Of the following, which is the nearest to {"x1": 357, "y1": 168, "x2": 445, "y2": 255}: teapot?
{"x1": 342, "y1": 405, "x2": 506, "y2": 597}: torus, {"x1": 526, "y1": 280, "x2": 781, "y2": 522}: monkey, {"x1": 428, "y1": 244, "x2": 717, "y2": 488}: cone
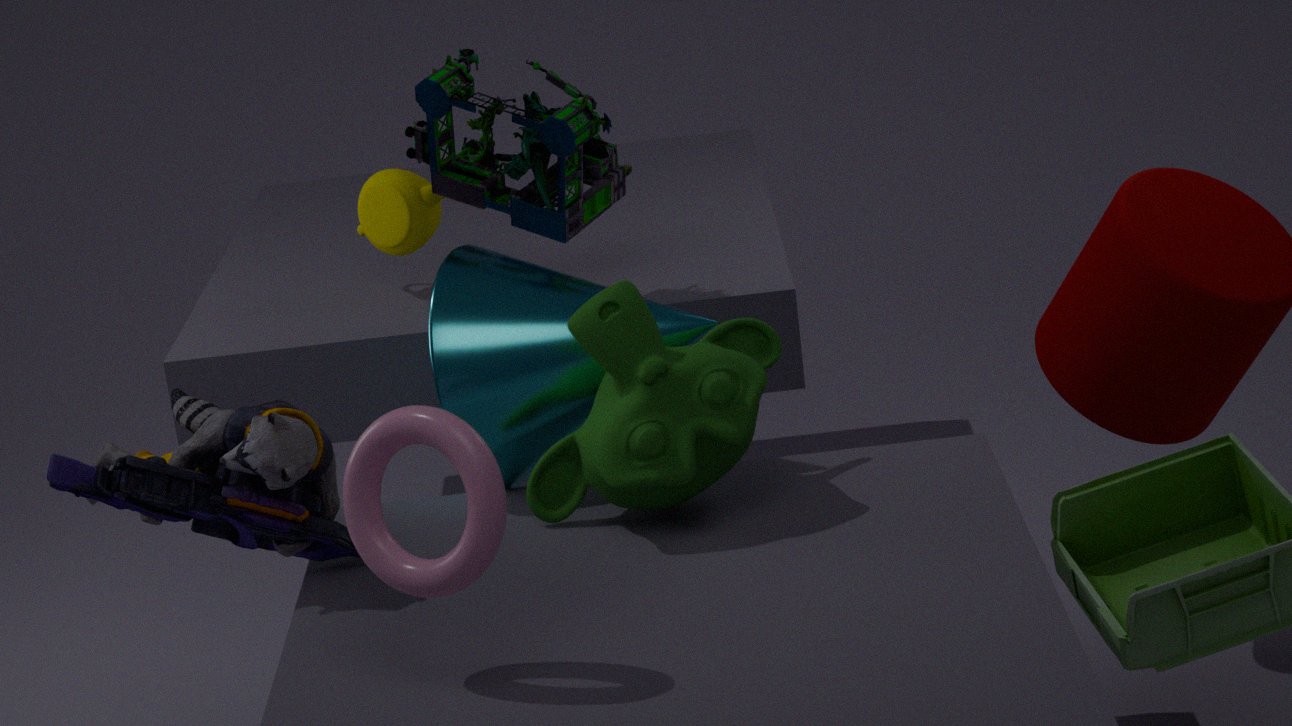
{"x1": 428, "y1": 244, "x2": 717, "y2": 488}: cone
